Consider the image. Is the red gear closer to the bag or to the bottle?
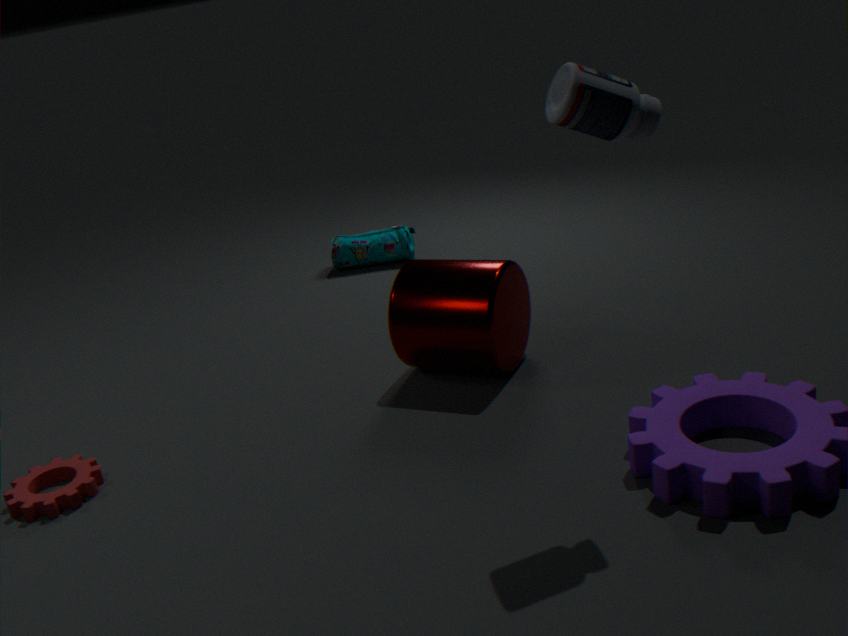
the bag
